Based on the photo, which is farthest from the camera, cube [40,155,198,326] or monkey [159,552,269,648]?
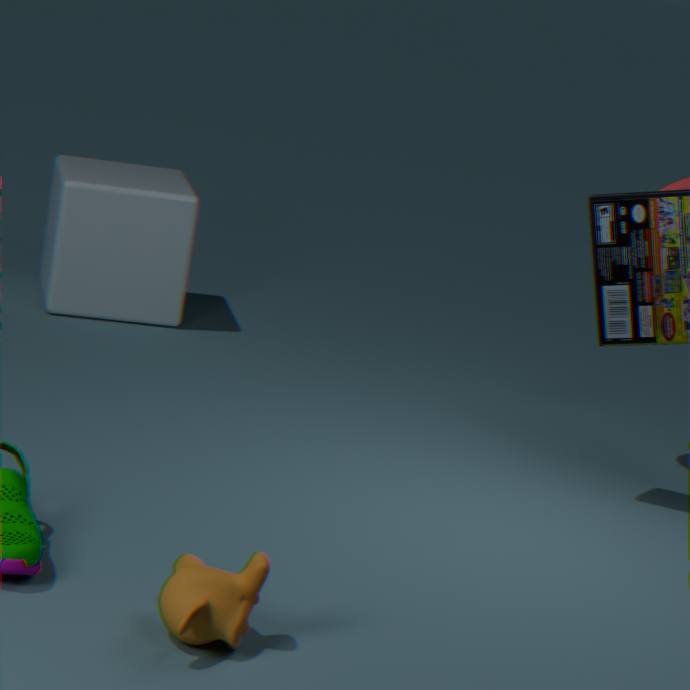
cube [40,155,198,326]
